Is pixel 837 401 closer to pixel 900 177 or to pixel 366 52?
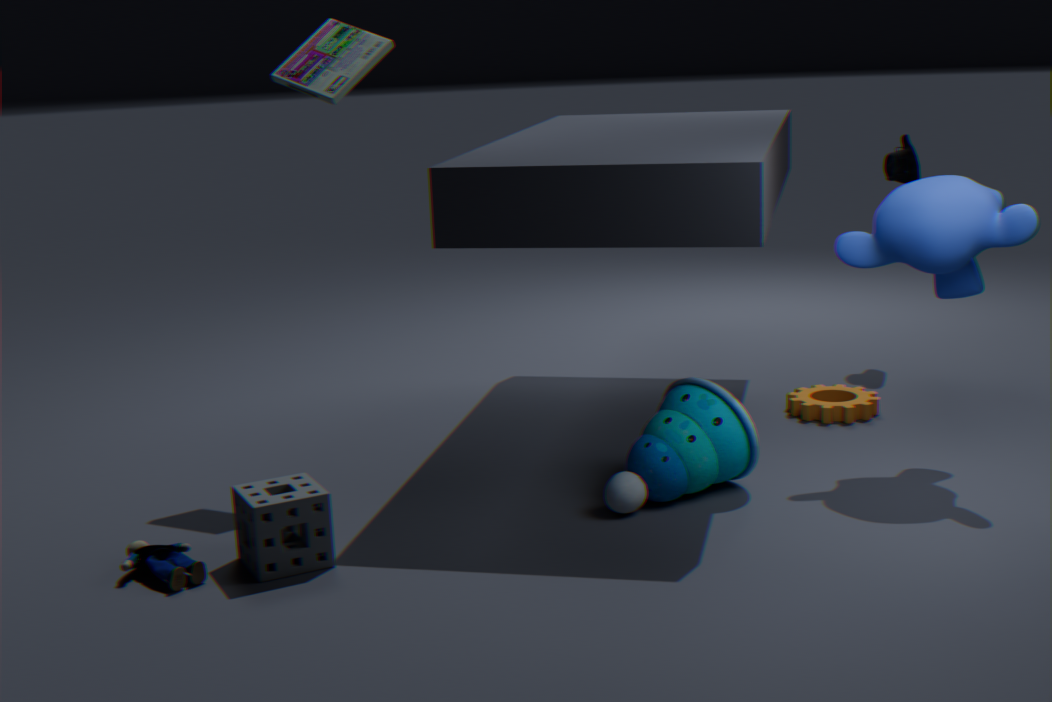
pixel 900 177
